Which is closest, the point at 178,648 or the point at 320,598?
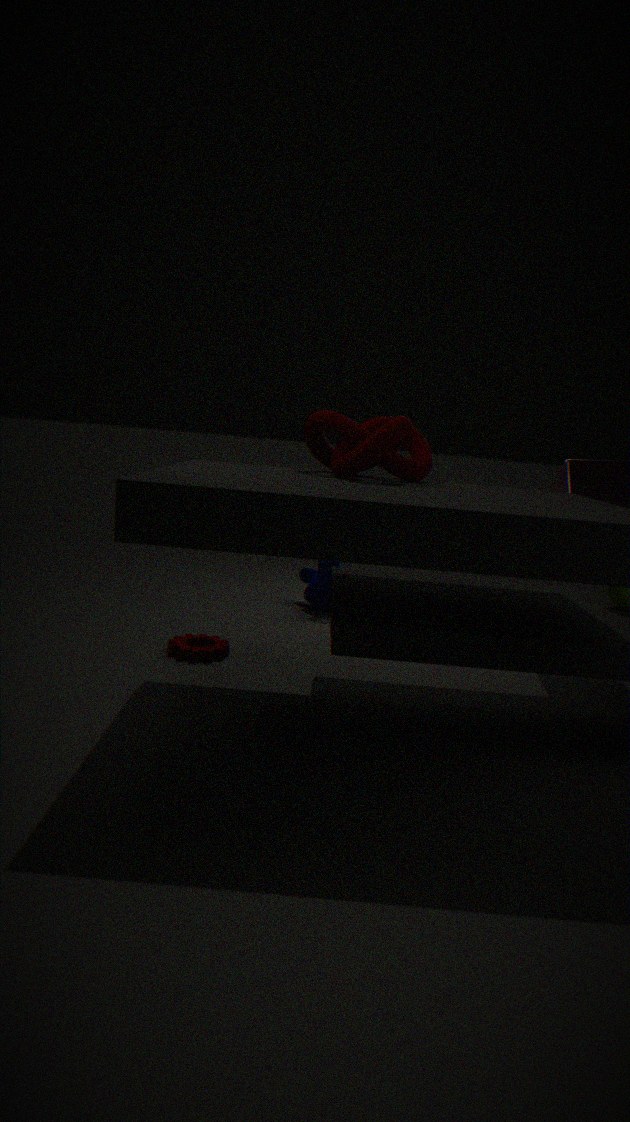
the point at 178,648
